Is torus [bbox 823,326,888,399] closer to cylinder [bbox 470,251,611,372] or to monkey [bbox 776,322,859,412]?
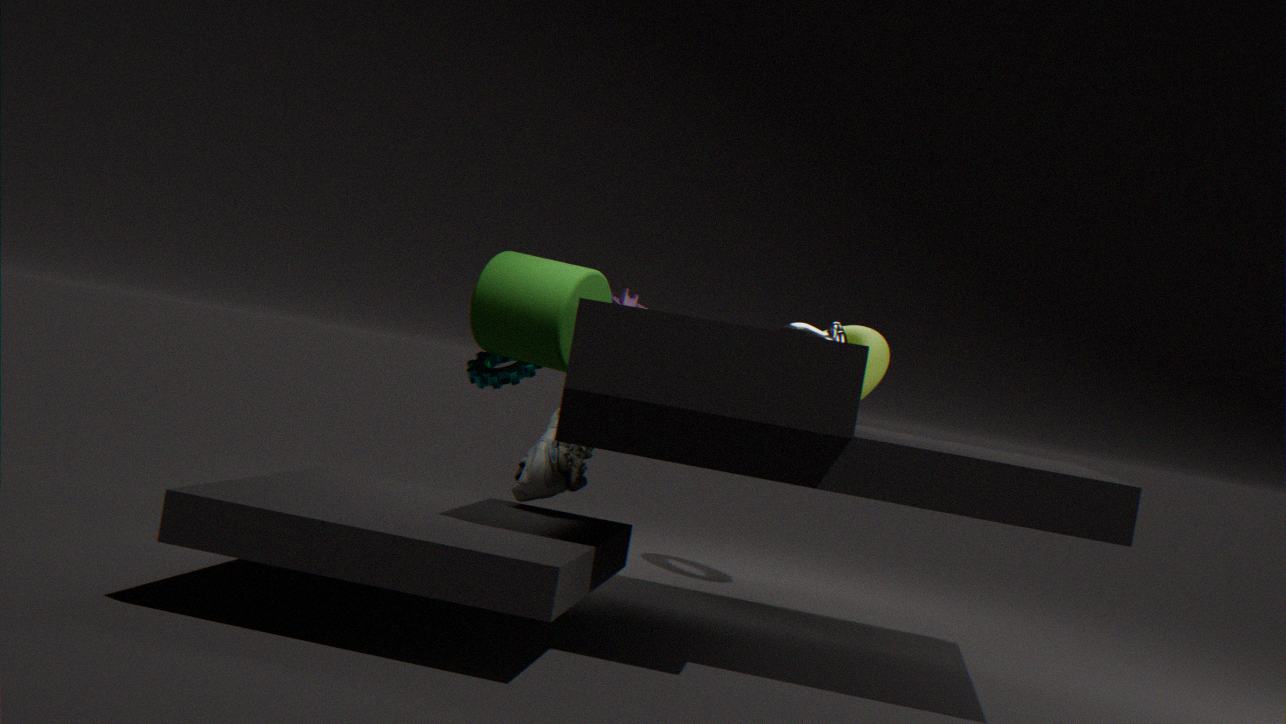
monkey [bbox 776,322,859,412]
